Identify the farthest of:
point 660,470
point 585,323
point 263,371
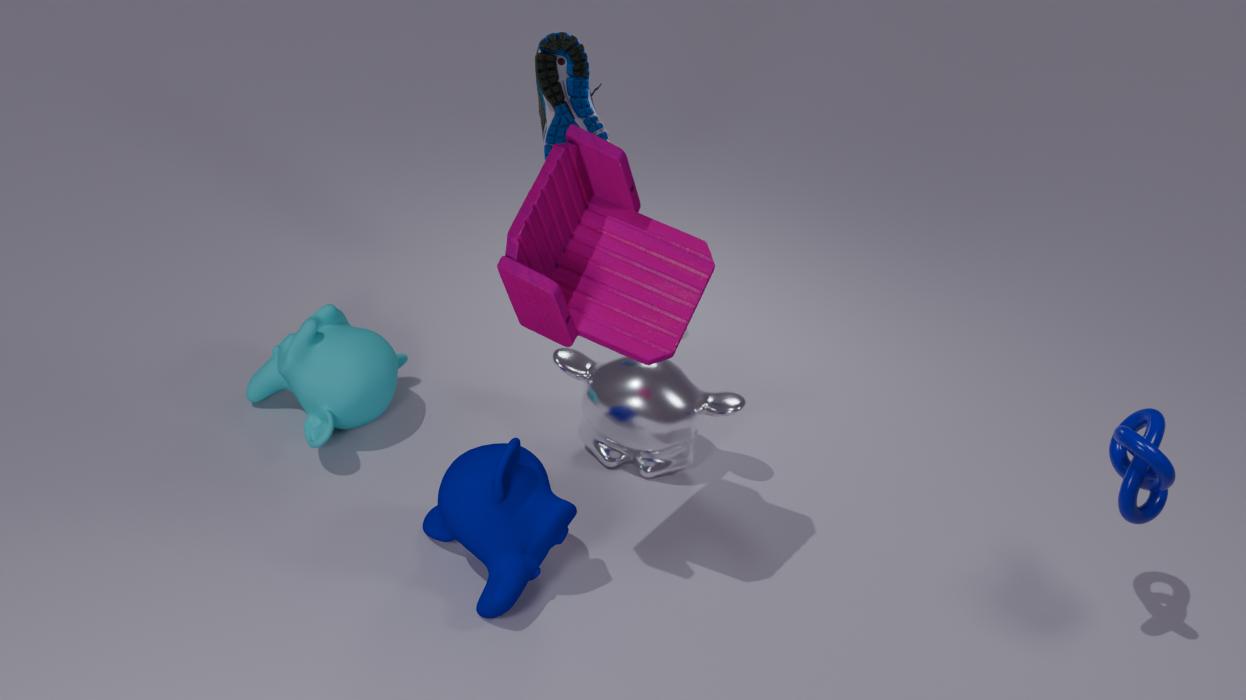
point 660,470
